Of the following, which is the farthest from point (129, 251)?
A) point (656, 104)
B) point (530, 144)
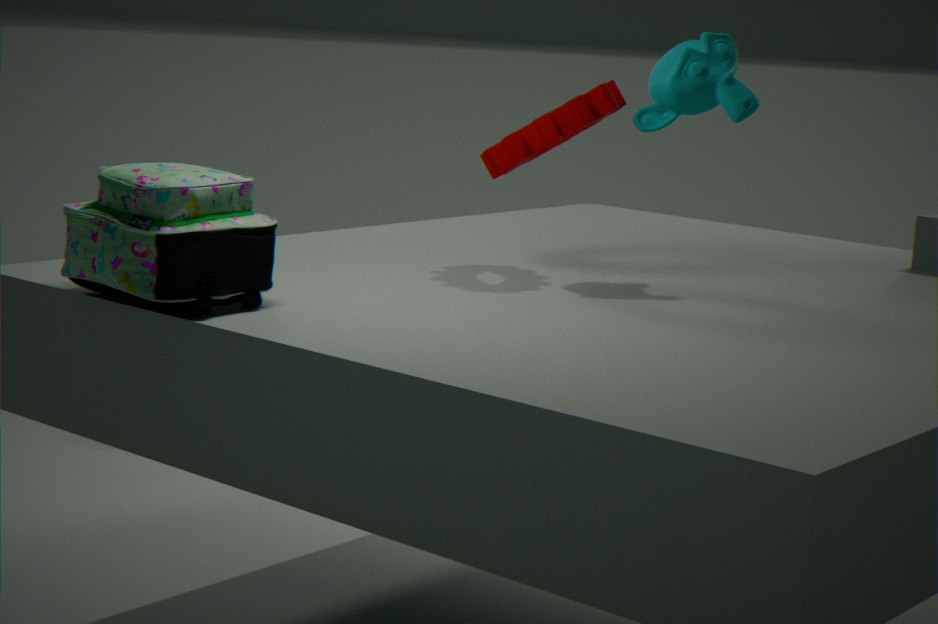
point (656, 104)
